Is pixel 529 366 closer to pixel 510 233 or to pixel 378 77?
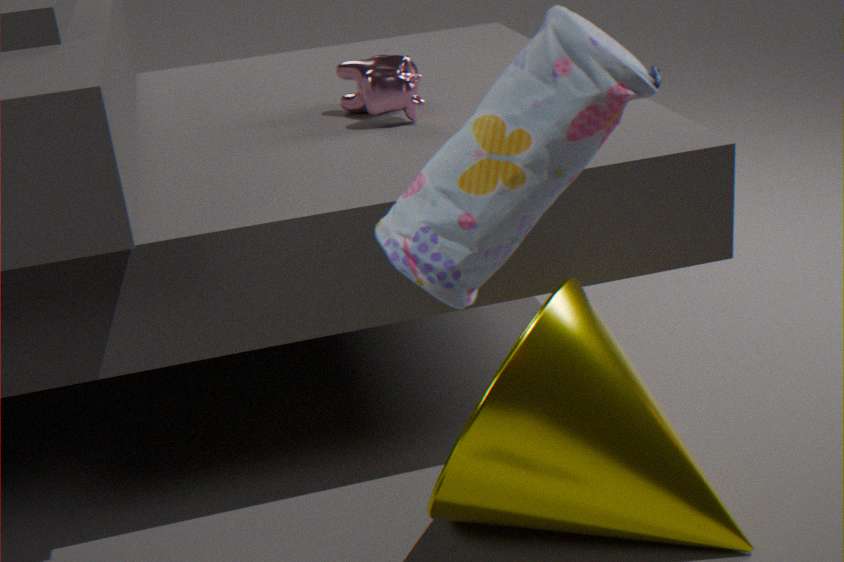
pixel 510 233
